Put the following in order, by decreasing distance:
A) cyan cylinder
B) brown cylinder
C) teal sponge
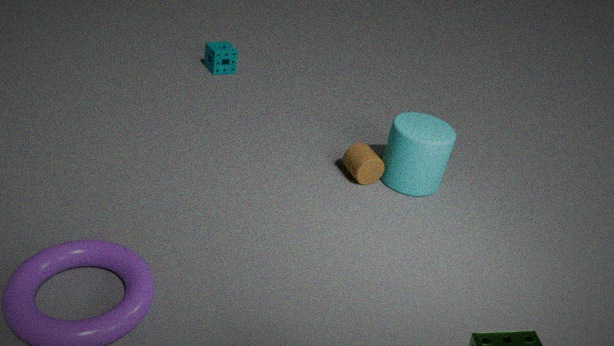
1. teal sponge
2. brown cylinder
3. cyan cylinder
